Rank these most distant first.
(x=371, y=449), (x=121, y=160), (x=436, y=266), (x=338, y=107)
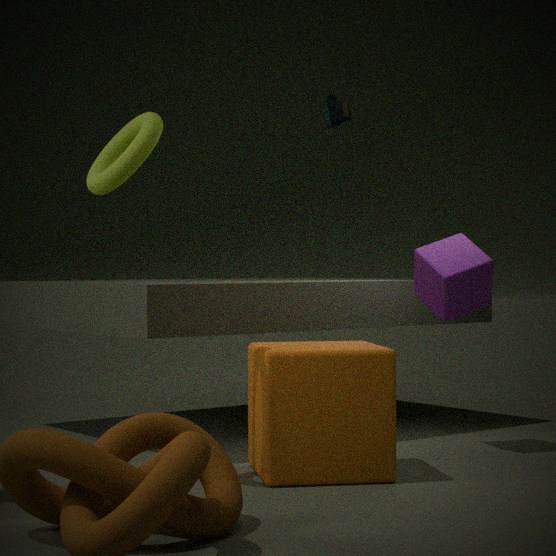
(x=338, y=107), (x=436, y=266), (x=371, y=449), (x=121, y=160)
